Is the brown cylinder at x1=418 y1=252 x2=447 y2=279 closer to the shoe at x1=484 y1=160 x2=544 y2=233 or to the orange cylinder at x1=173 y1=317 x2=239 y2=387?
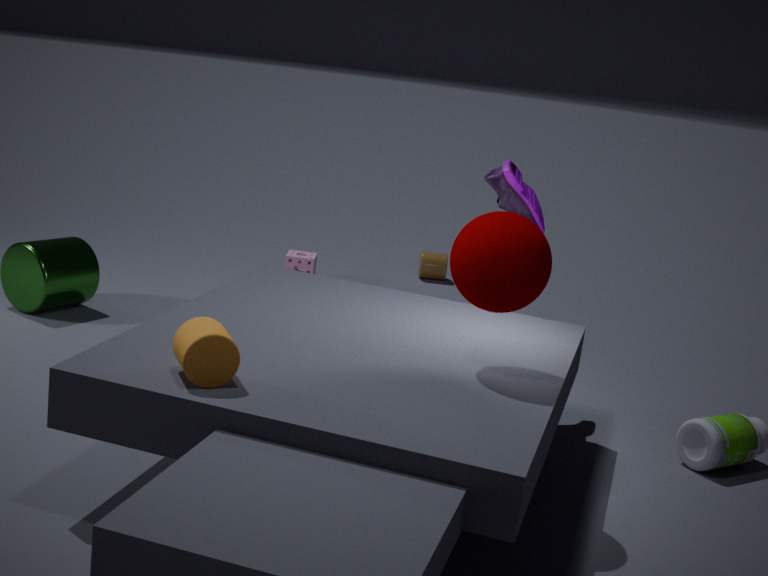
the shoe at x1=484 y1=160 x2=544 y2=233
